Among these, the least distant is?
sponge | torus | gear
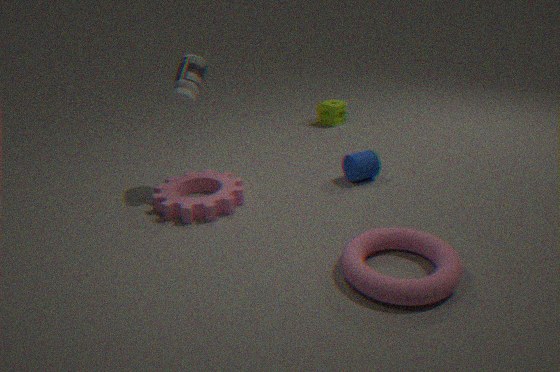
torus
